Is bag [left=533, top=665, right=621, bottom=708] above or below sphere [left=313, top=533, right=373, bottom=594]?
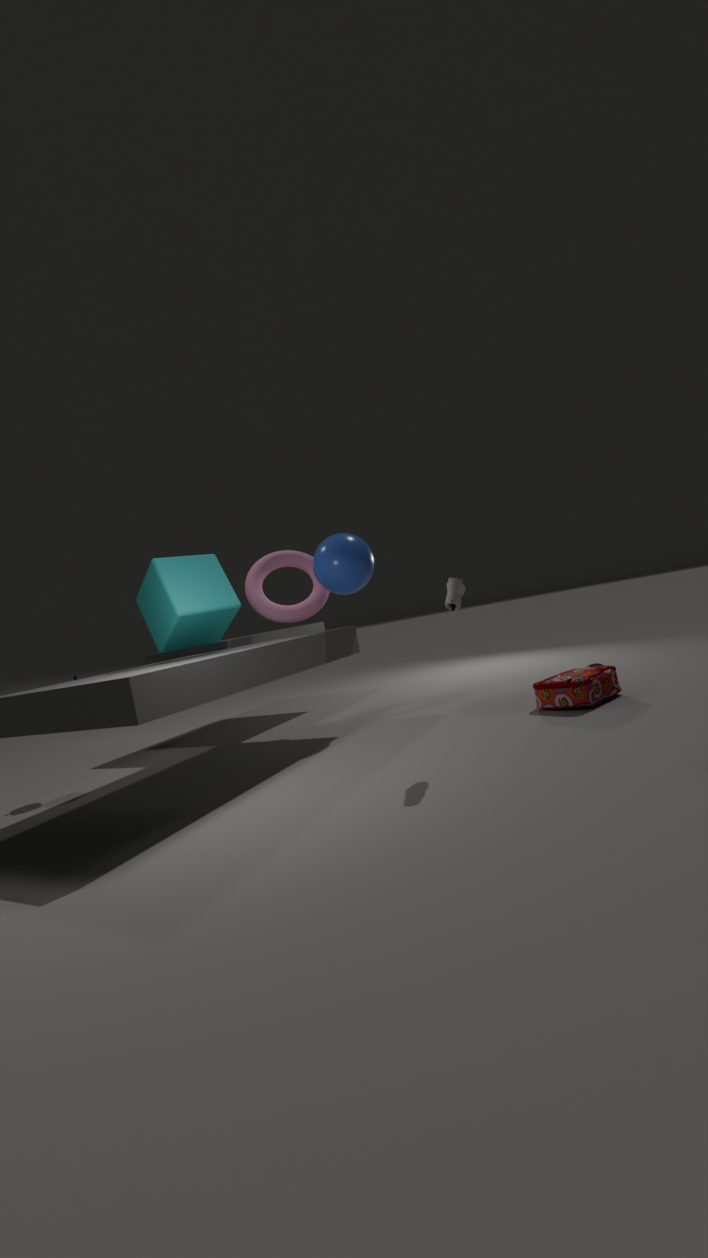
below
